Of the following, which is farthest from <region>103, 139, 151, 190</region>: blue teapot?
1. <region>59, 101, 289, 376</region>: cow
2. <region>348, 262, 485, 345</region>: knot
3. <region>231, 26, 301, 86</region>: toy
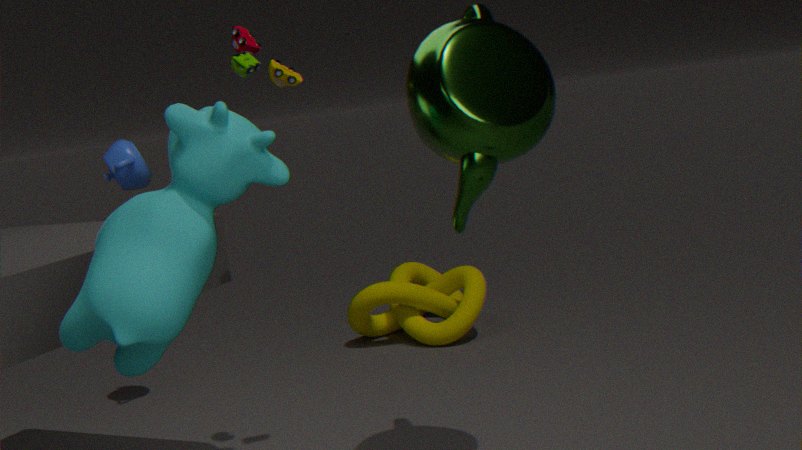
<region>59, 101, 289, 376</region>: cow
